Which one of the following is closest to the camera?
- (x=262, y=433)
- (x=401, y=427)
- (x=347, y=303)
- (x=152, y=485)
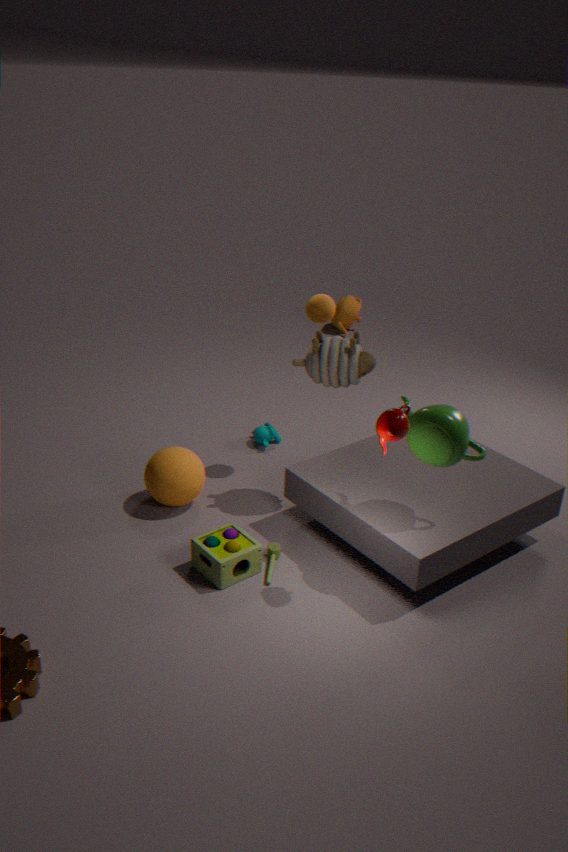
(x=401, y=427)
